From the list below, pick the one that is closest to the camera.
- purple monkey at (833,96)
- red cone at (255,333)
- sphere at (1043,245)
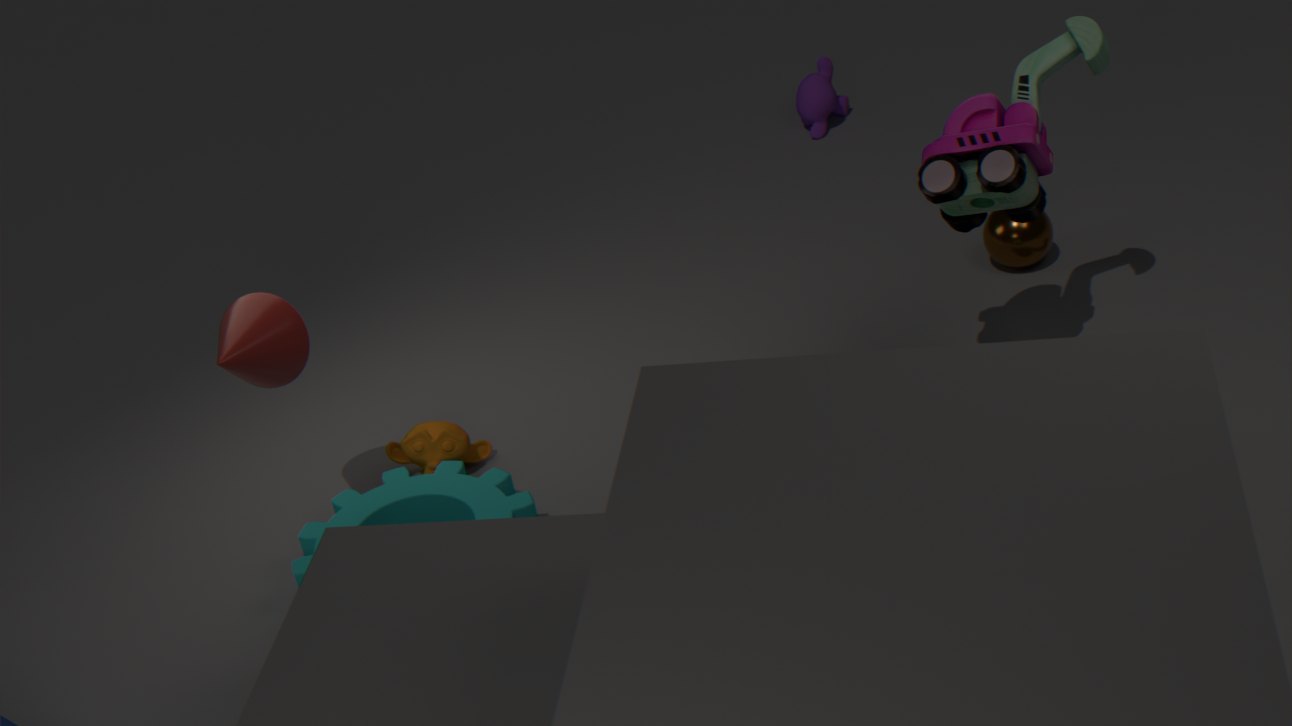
red cone at (255,333)
